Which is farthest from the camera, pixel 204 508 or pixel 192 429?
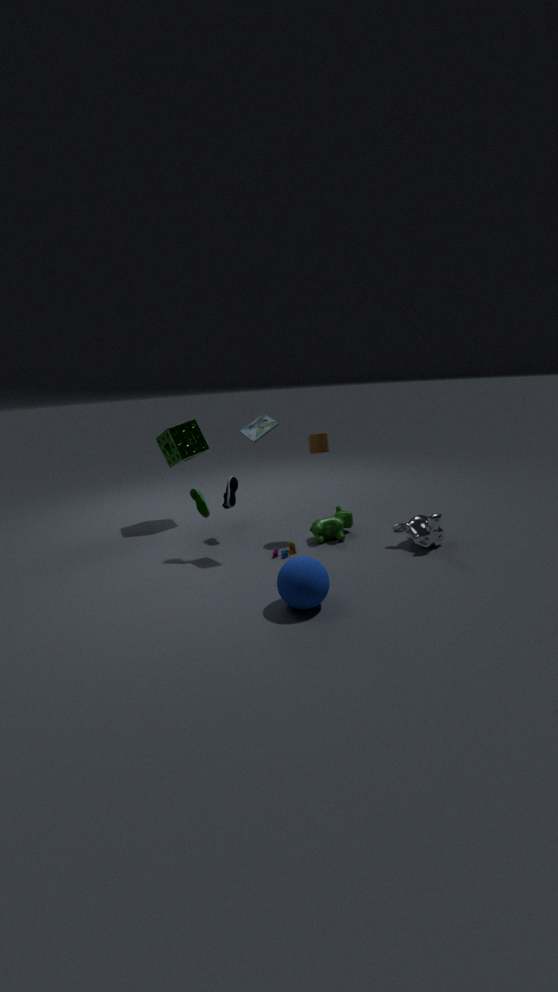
pixel 192 429
